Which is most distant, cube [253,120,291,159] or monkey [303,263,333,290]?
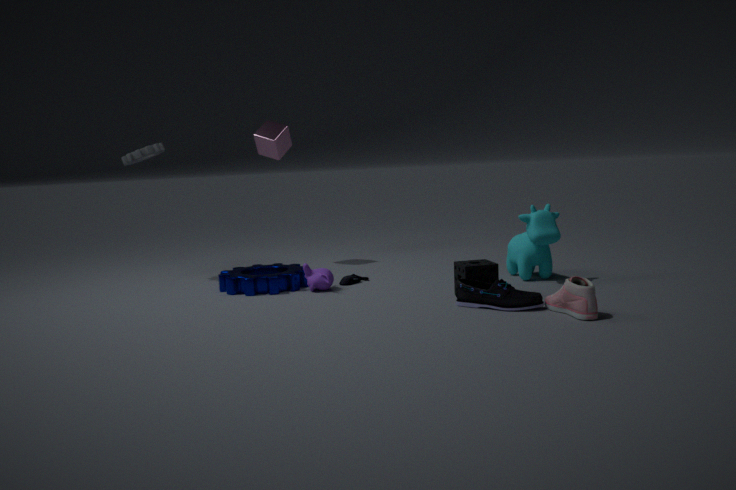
cube [253,120,291,159]
